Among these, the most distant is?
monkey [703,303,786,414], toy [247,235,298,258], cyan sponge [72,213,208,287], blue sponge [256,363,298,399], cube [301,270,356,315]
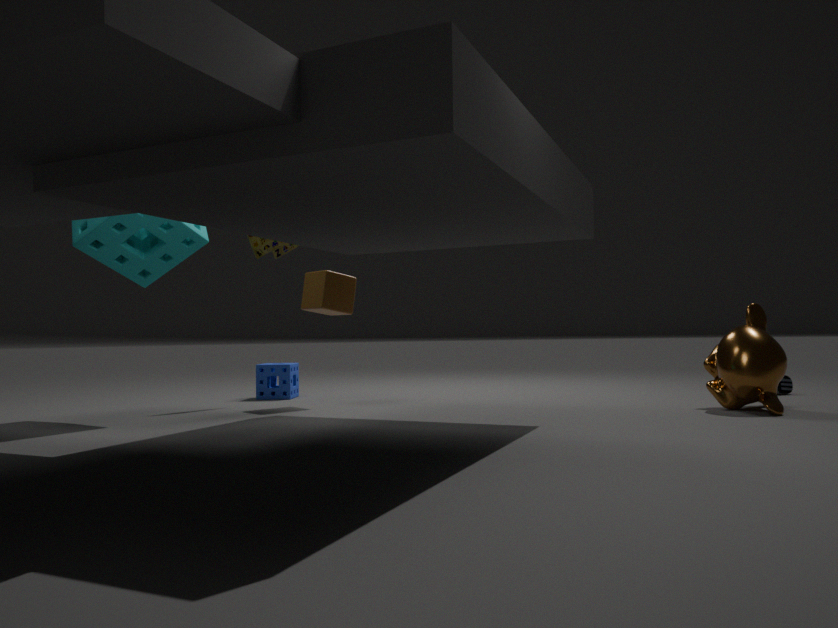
blue sponge [256,363,298,399]
